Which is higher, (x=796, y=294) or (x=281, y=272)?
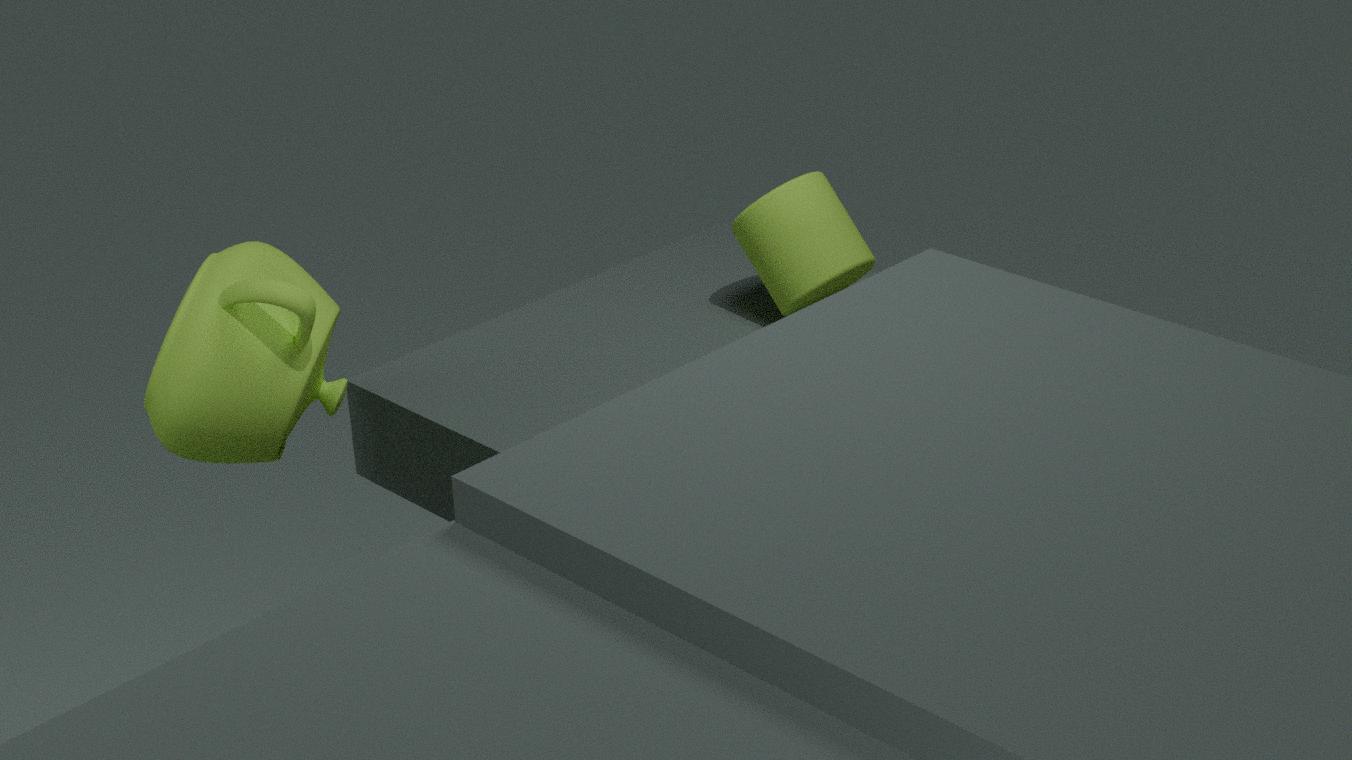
(x=281, y=272)
